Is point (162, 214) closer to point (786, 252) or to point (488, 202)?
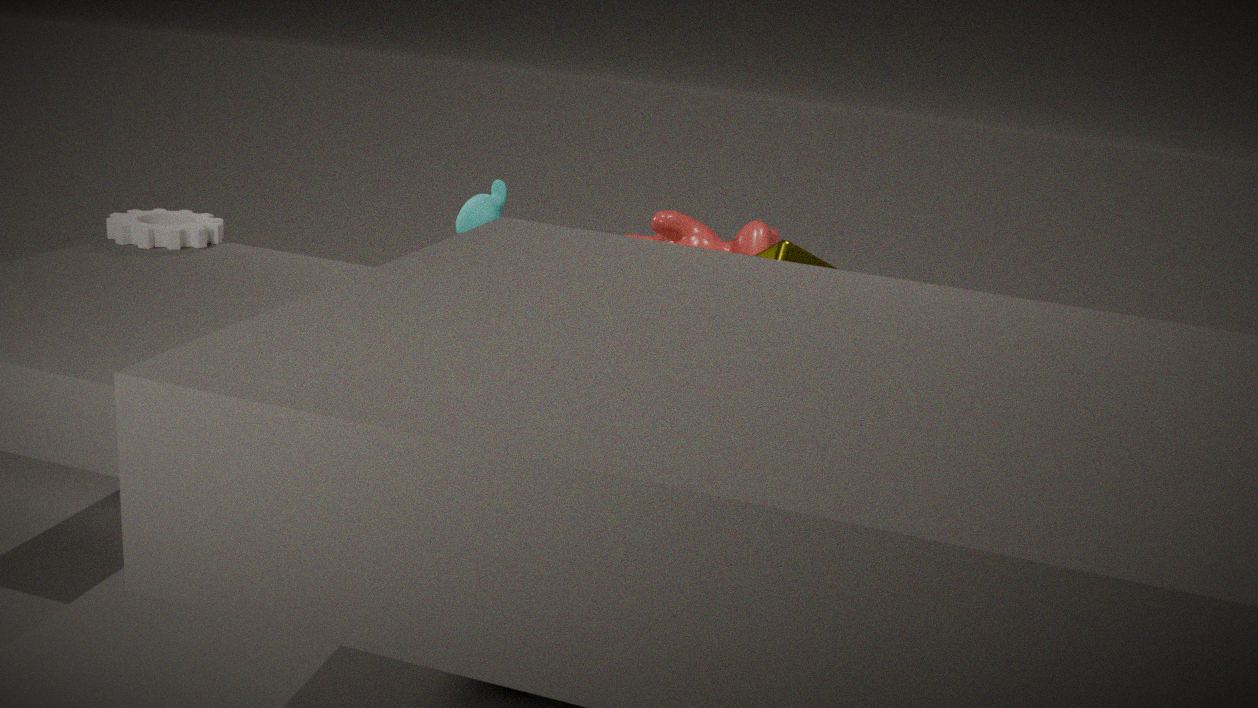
point (488, 202)
